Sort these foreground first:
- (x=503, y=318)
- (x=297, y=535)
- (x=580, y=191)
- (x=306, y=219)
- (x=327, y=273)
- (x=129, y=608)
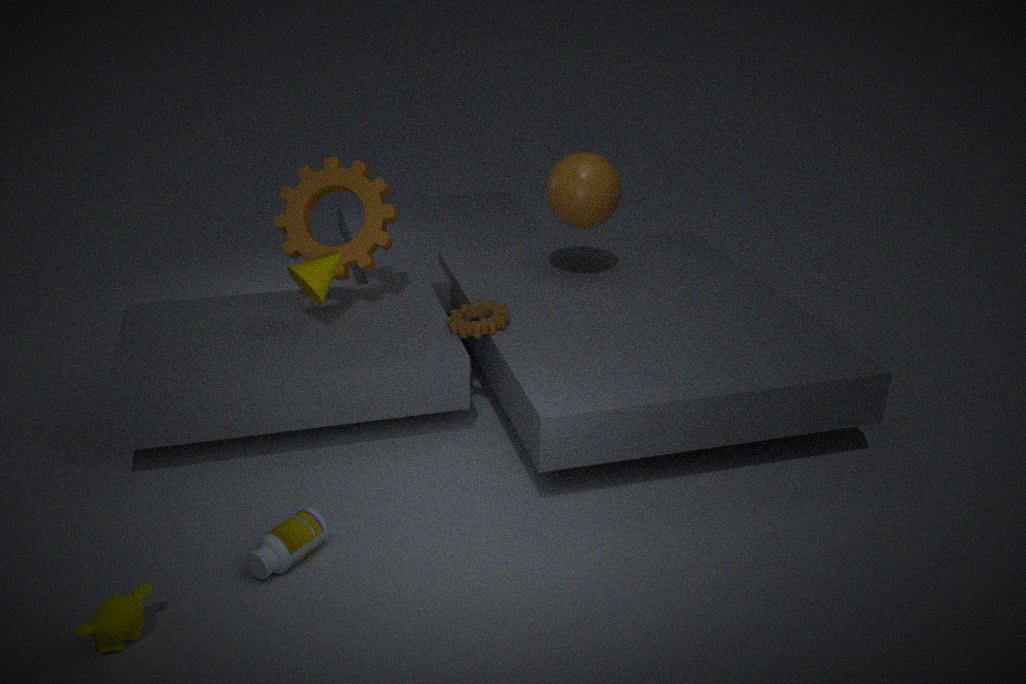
(x=129, y=608) → (x=297, y=535) → (x=327, y=273) → (x=503, y=318) → (x=306, y=219) → (x=580, y=191)
